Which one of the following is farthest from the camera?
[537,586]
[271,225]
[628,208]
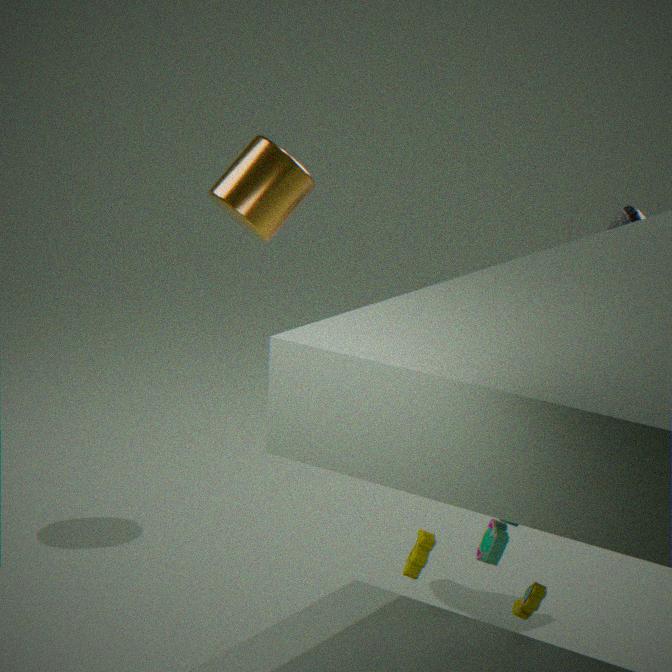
[271,225]
